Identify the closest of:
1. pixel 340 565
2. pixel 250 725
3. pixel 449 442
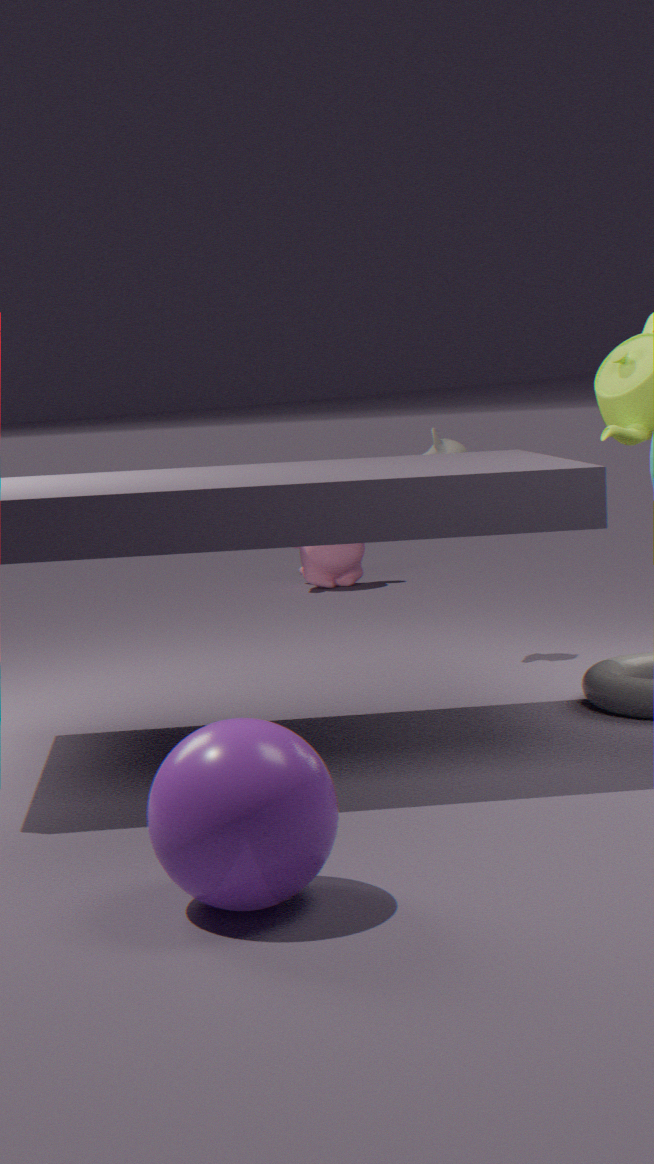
pixel 250 725
